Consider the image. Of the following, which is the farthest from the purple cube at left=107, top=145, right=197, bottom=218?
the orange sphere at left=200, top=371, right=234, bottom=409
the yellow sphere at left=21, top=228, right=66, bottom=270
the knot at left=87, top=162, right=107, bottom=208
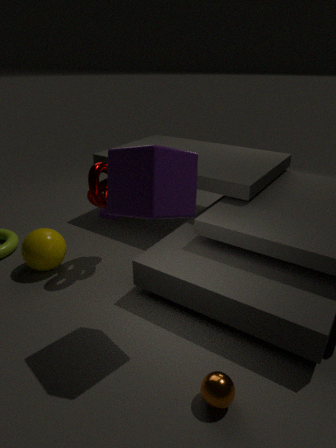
the yellow sphere at left=21, top=228, right=66, bottom=270
